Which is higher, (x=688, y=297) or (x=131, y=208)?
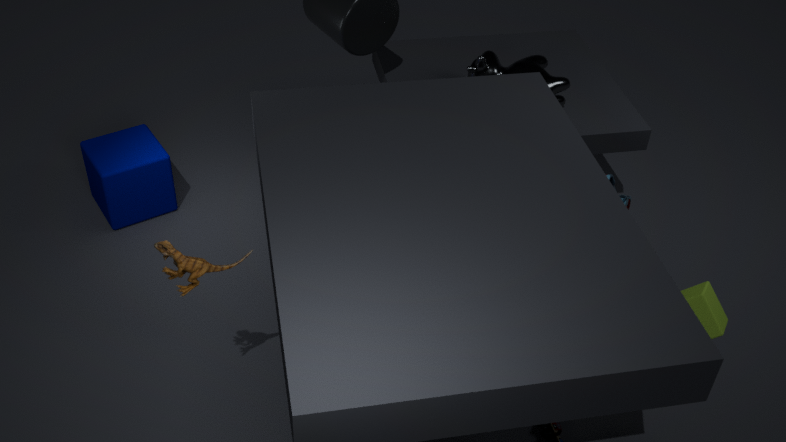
(x=688, y=297)
